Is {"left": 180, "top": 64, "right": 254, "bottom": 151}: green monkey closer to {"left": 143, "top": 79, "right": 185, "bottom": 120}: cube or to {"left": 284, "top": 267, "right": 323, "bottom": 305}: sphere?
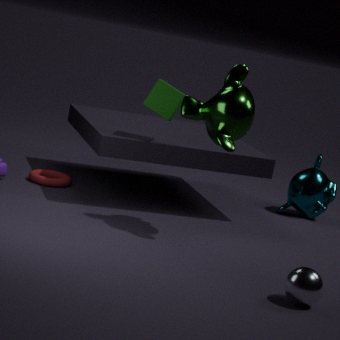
{"left": 143, "top": 79, "right": 185, "bottom": 120}: cube
